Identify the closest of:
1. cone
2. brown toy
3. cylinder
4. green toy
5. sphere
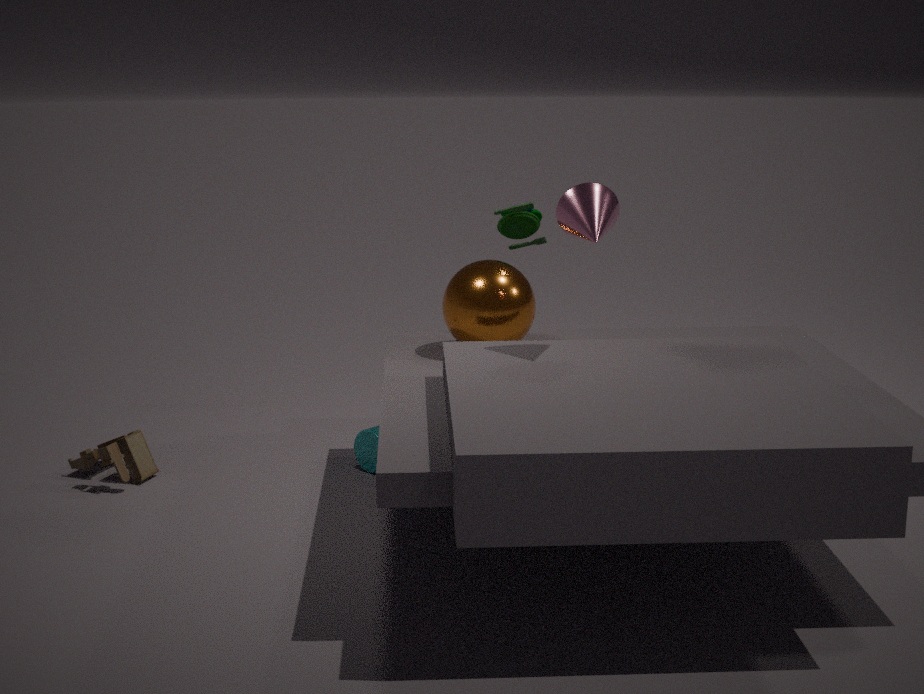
cone
